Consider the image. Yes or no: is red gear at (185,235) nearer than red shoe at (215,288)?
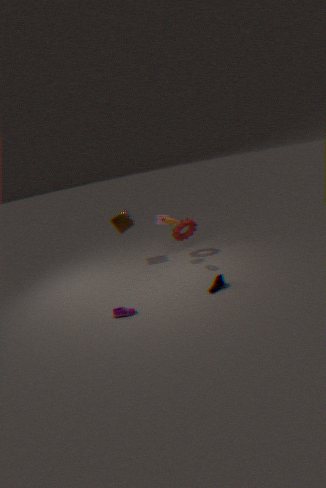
No
